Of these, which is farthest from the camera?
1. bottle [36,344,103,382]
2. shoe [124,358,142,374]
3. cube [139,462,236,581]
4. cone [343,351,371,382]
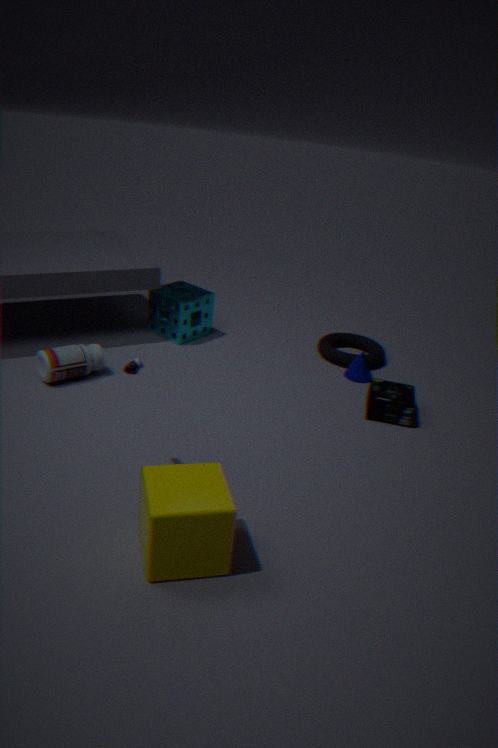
cone [343,351,371,382]
